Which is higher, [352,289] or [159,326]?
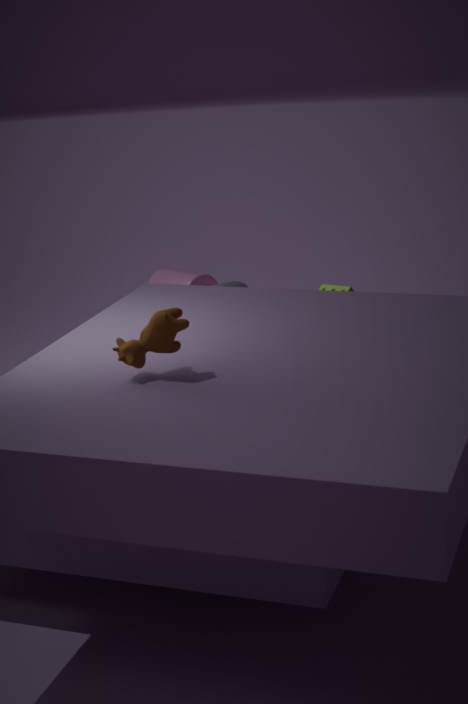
[159,326]
